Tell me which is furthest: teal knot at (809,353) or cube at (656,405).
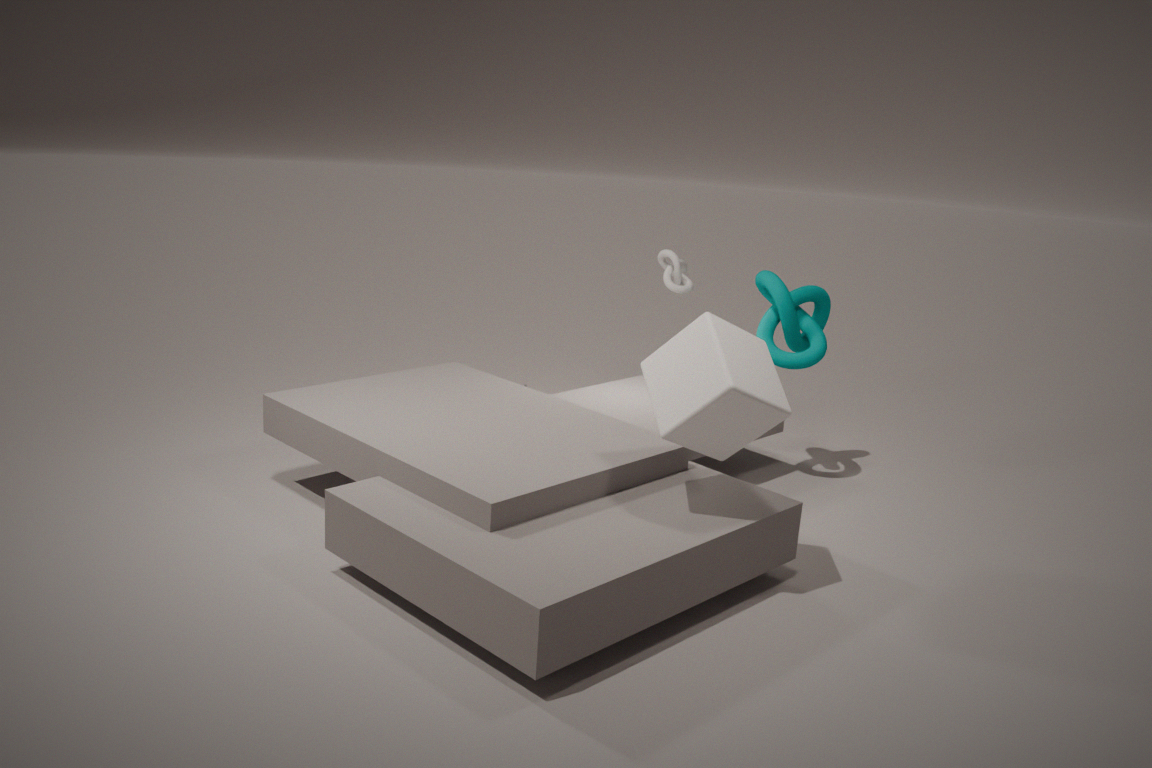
teal knot at (809,353)
